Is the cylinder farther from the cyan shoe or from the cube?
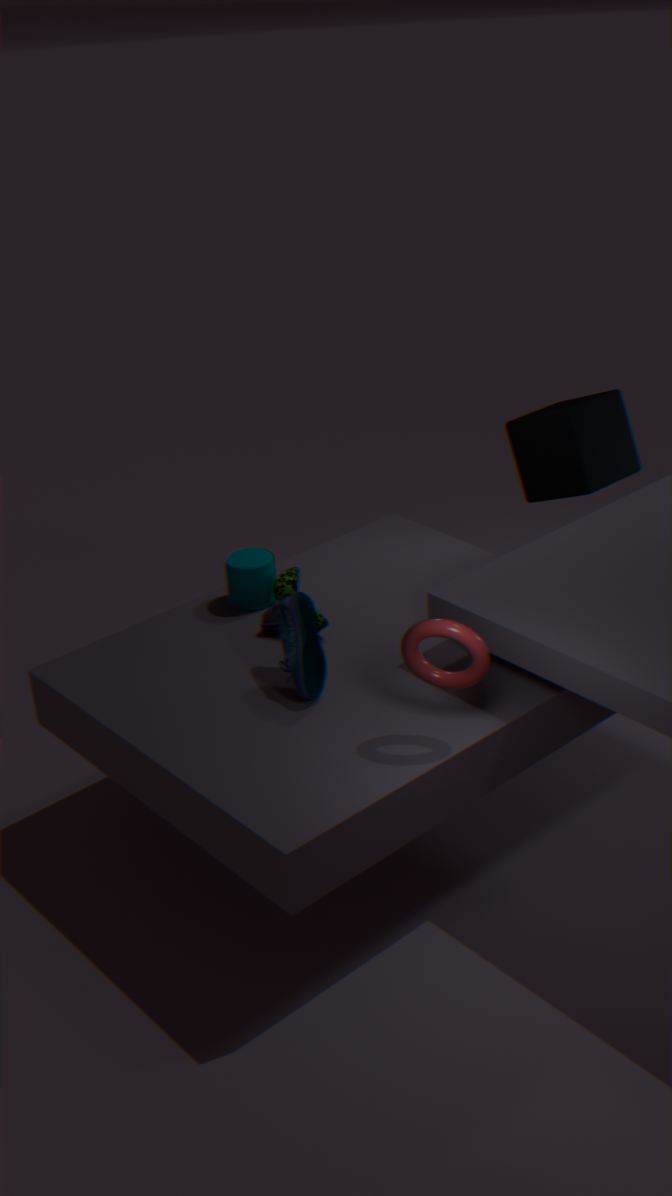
the cube
